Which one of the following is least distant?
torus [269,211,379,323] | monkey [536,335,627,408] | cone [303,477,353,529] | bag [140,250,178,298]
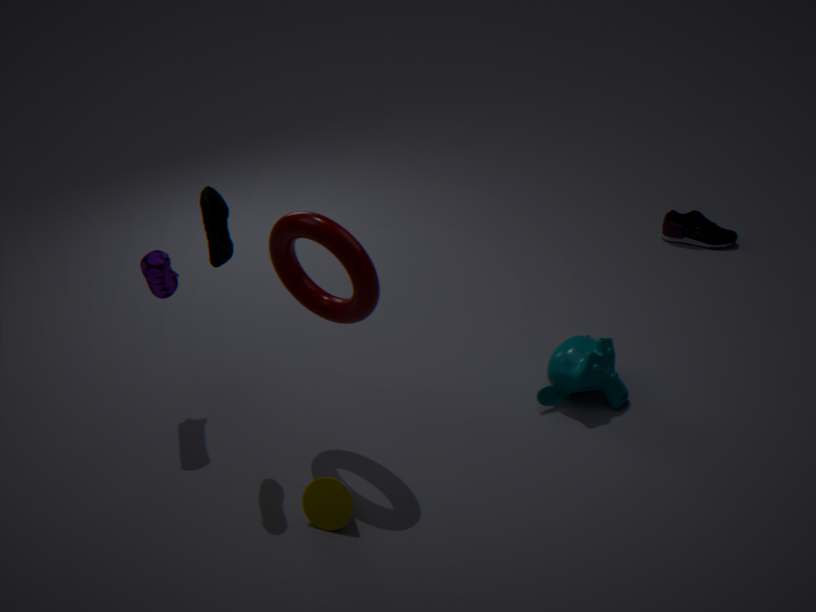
torus [269,211,379,323]
